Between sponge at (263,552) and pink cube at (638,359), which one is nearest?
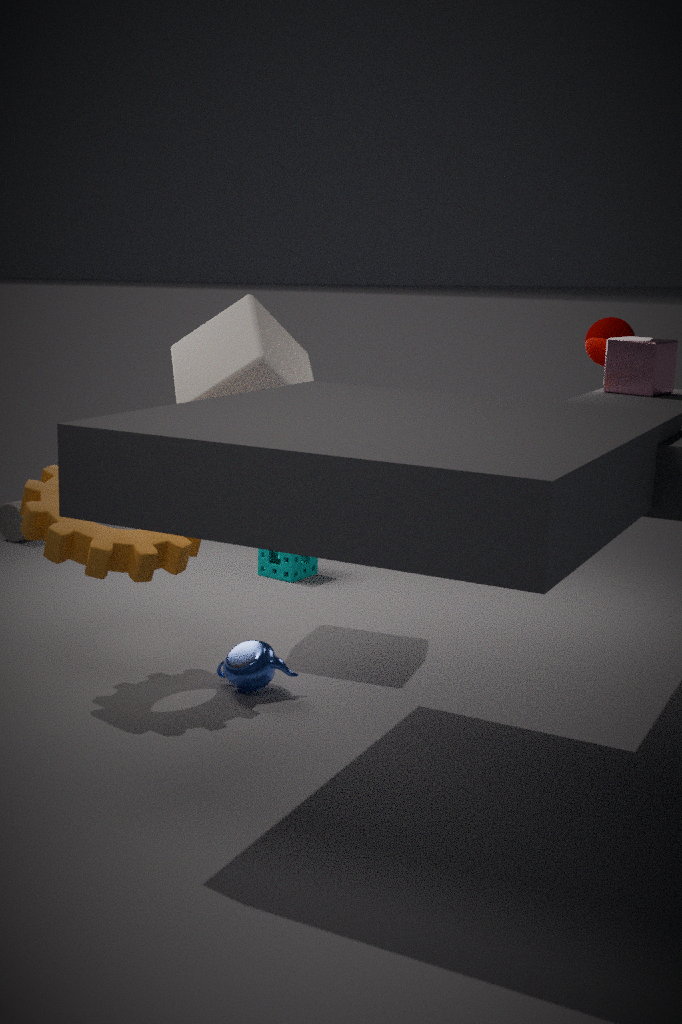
pink cube at (638,359)
